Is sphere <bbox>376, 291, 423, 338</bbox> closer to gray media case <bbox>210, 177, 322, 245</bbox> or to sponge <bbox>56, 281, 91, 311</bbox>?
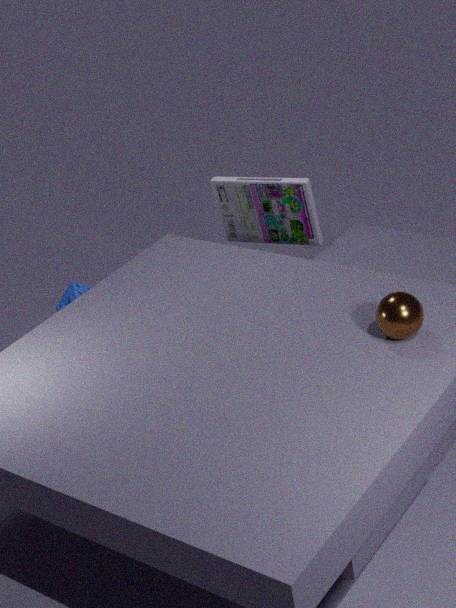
gray media case <bbox>210, 177, 322, 245</bbox>
